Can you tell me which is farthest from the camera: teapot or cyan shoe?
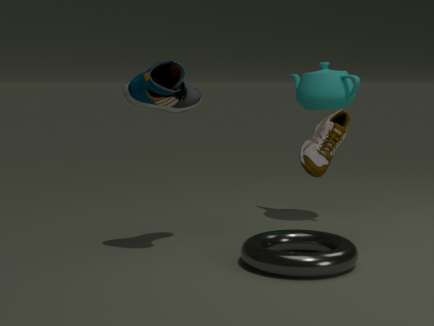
teapot
